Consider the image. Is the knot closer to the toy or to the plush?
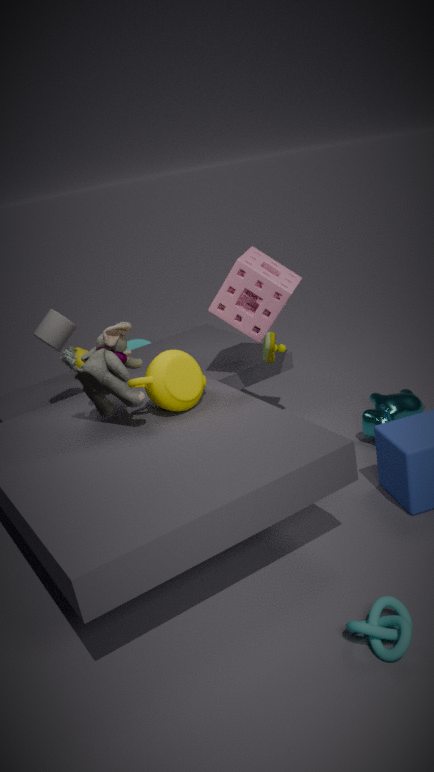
the toy
